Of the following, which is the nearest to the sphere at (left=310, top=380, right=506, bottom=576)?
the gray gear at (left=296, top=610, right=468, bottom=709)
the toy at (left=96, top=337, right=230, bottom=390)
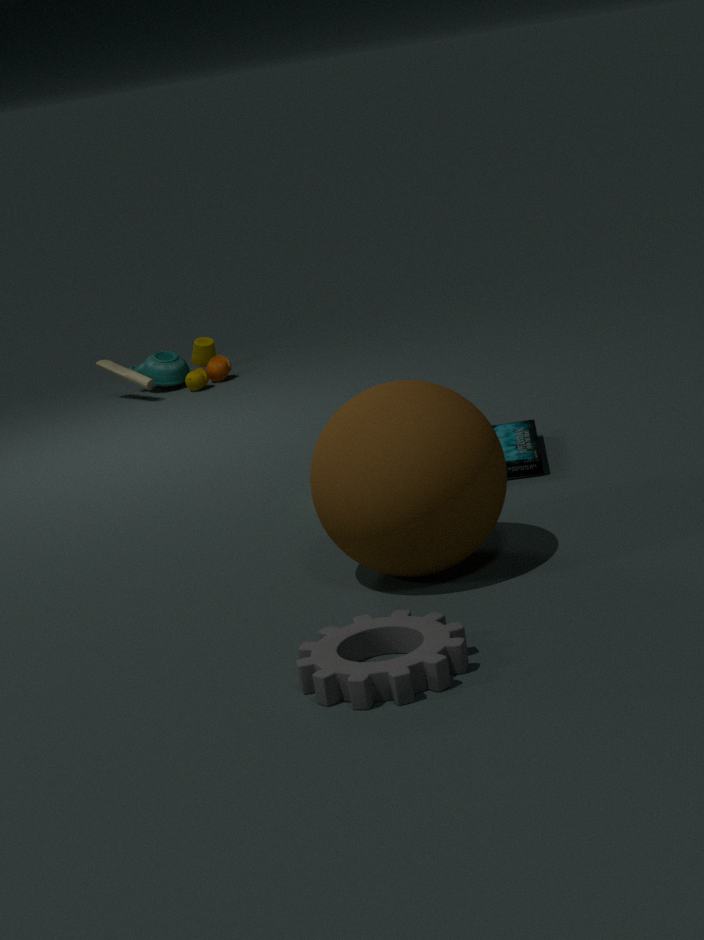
the gray gear at (left=296, top=610, right=468, bottom=709)
